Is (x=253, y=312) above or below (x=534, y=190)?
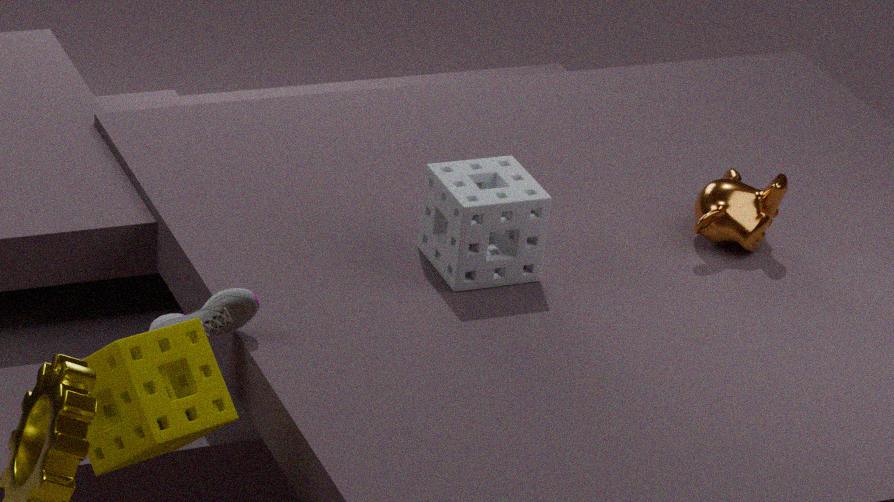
below
